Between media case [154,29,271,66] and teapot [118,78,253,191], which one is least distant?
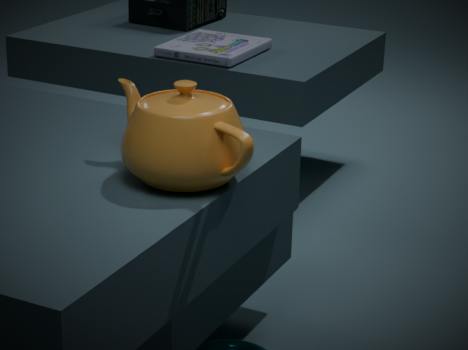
teapot [118,78,253,191]
